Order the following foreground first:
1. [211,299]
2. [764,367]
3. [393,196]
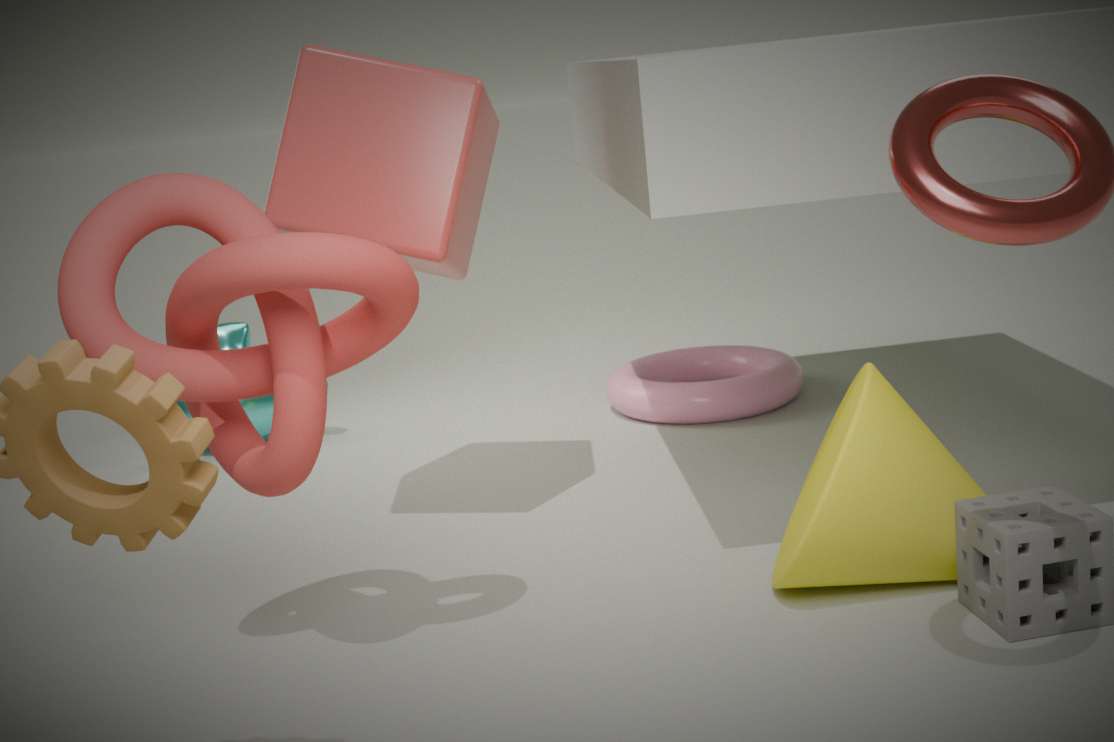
[211,299] < [393,196] < [764,367]
